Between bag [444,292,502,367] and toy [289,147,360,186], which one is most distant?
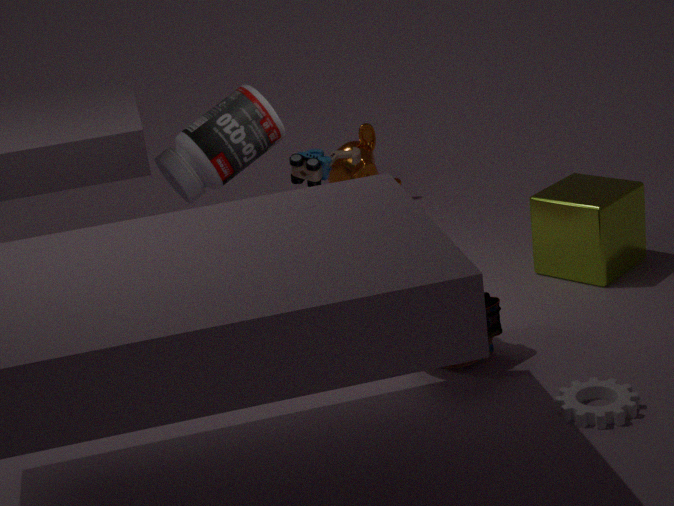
toy [289,147,360,186]
